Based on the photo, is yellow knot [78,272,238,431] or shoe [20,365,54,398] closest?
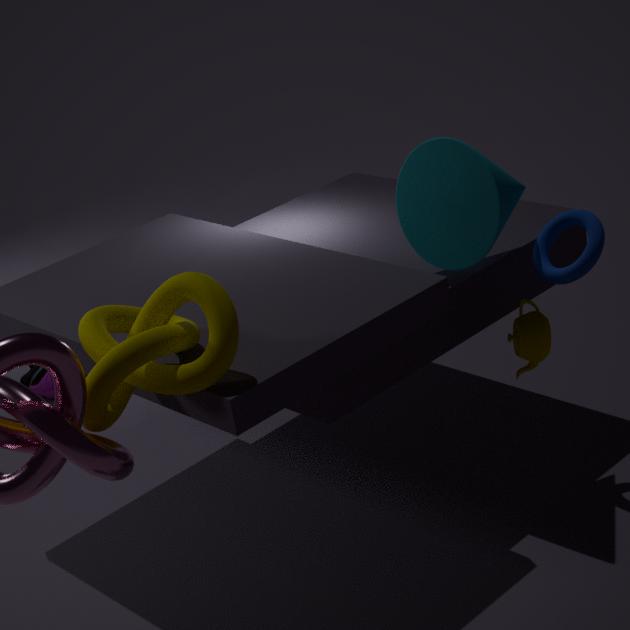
yellow knot [78,272,238,431]
